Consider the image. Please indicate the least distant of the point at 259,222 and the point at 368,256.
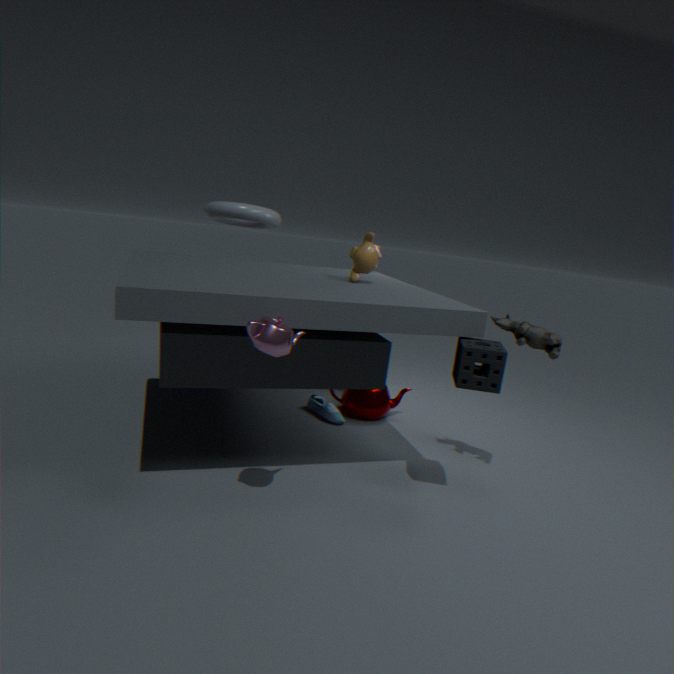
the point at 368,256
